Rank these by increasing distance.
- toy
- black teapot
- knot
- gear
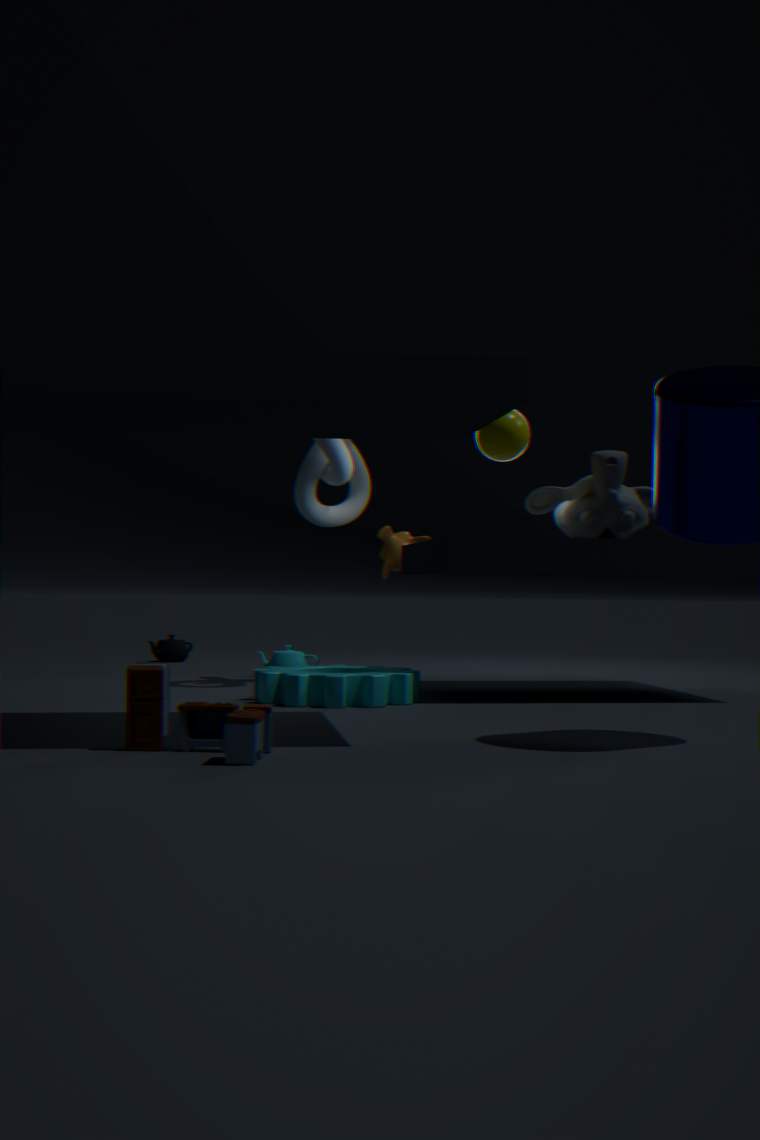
1. toy
2. gear
3. knot
4. black teapot
